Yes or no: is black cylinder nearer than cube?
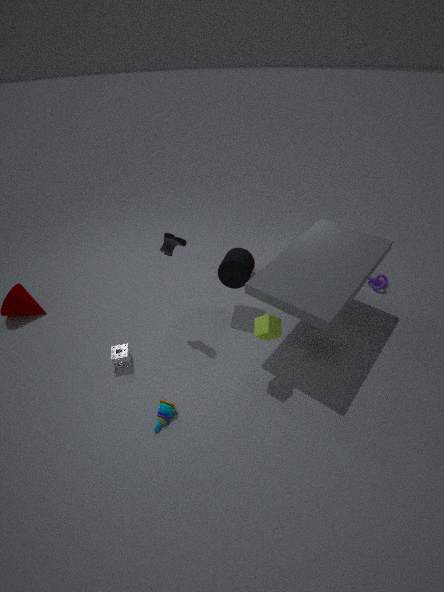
No
